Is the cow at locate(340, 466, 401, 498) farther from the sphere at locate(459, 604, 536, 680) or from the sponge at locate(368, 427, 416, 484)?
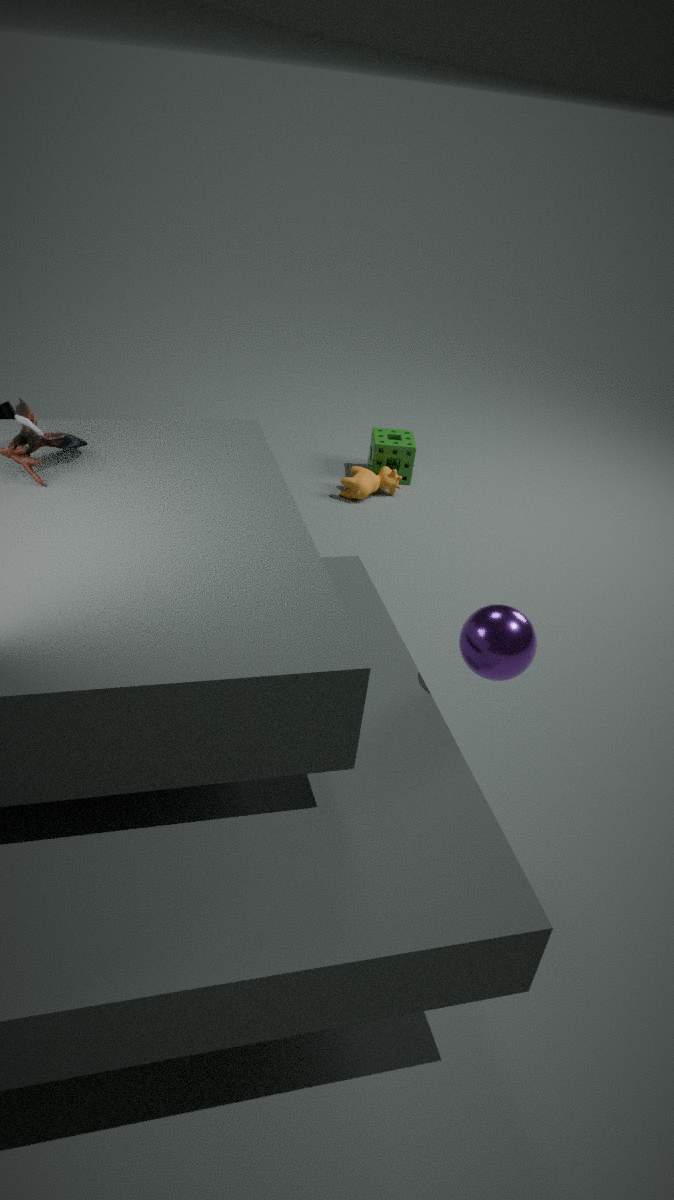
the sphere at locate(459, 604, 536, 680)
